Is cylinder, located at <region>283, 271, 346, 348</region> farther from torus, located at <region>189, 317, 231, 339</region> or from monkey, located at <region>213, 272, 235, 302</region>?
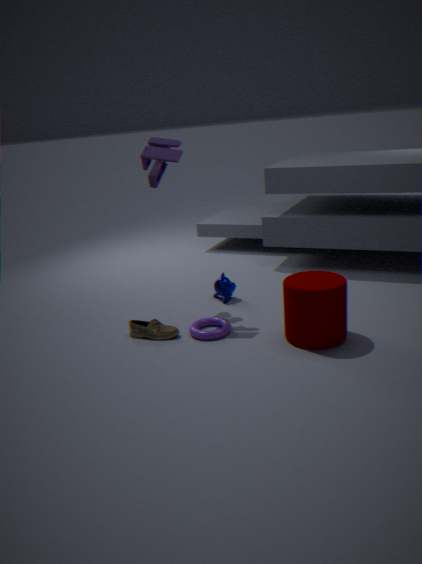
monkey, located at <region>213, 272, 235, 302</region>
